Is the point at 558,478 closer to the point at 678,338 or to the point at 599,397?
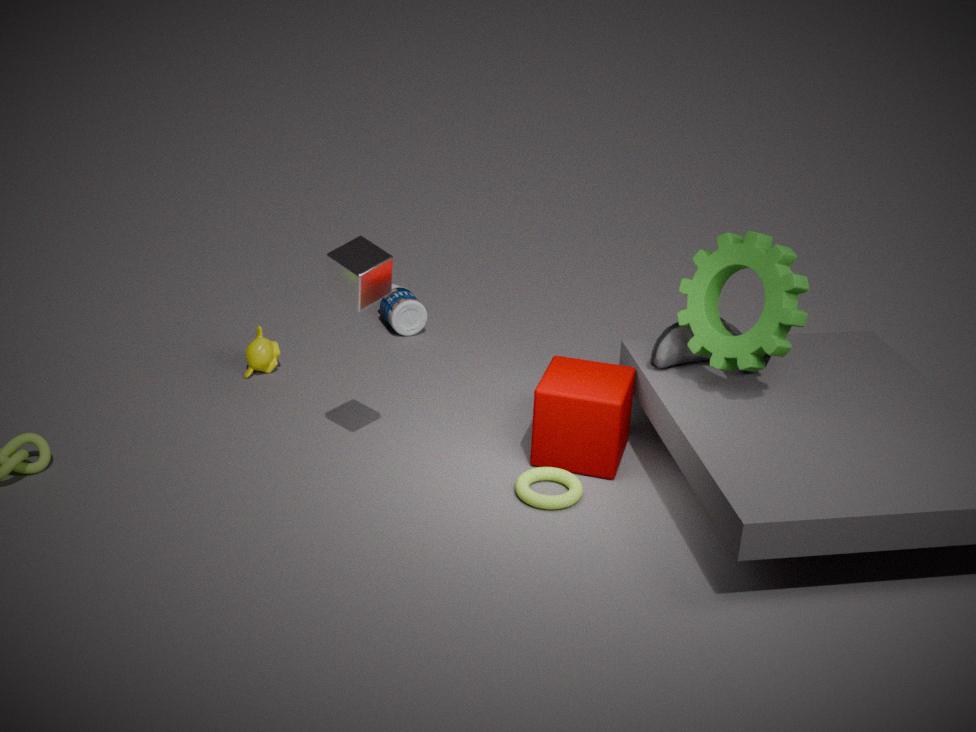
the point at 599,397
